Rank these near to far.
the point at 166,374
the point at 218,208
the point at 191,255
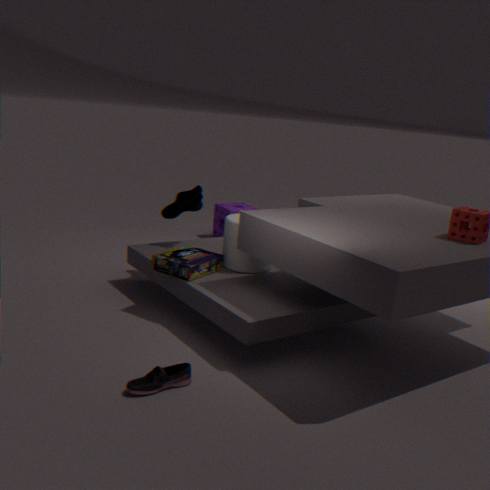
the point at 166,374 < the point at 191,255 < the point at 218,208
